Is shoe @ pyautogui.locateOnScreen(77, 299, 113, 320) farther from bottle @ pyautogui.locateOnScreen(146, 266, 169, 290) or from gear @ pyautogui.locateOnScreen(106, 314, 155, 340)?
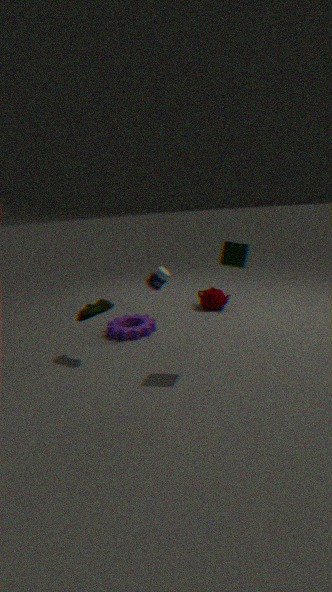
bottle @ pyautogui.locateOnScreen(146, 266, 169, 290)
